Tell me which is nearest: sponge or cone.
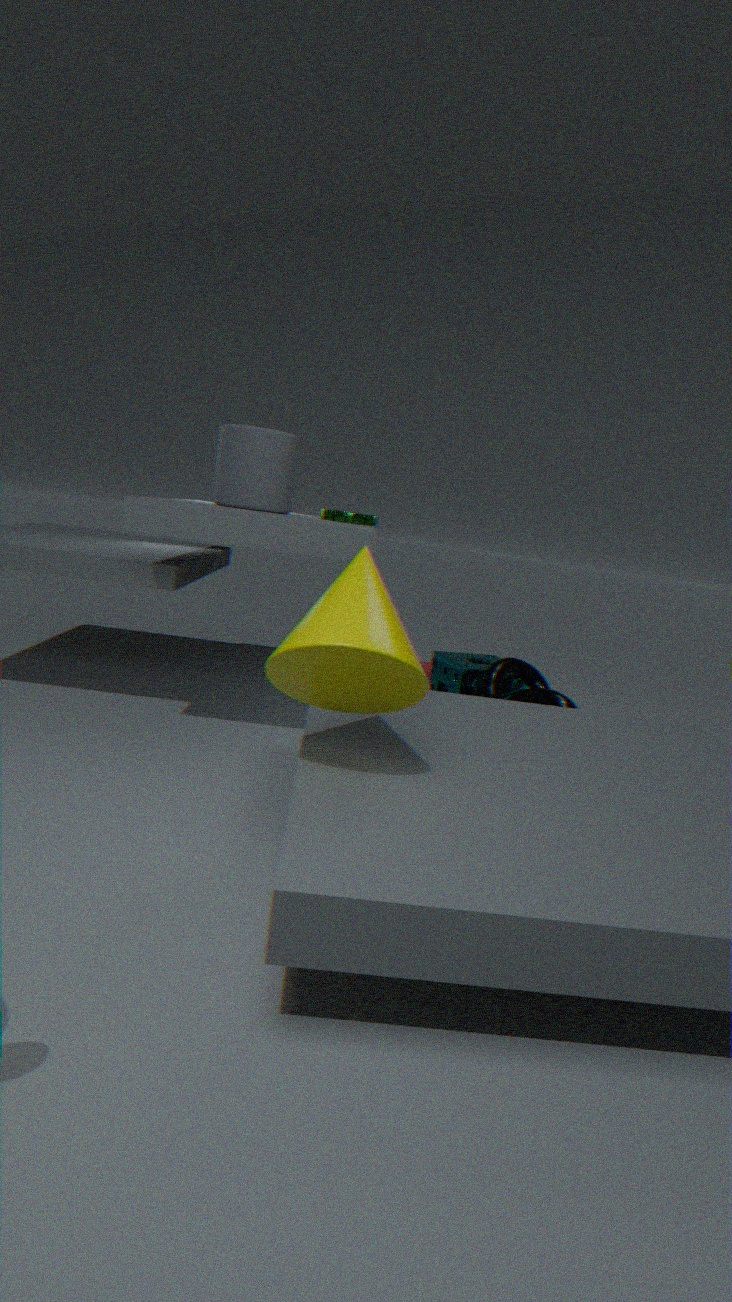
cone
